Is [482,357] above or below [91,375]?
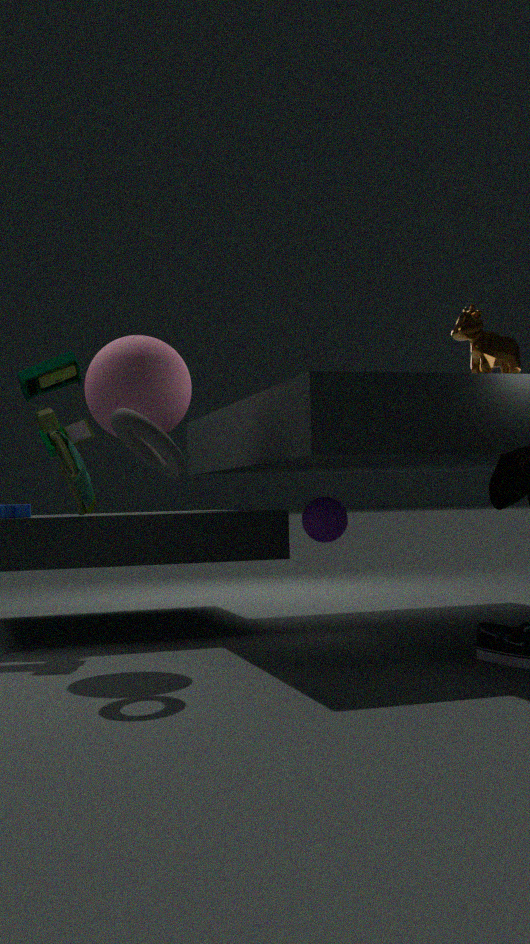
above
